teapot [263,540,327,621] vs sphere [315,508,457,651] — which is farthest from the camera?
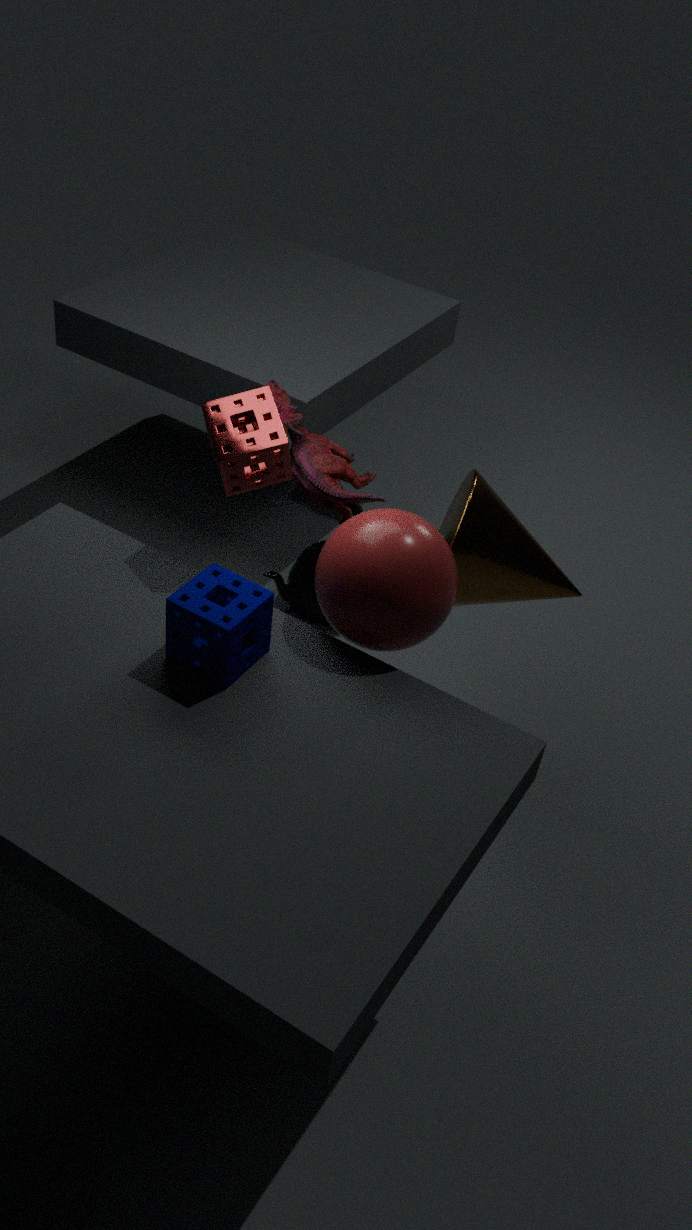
teapot [263,540,327,621]
